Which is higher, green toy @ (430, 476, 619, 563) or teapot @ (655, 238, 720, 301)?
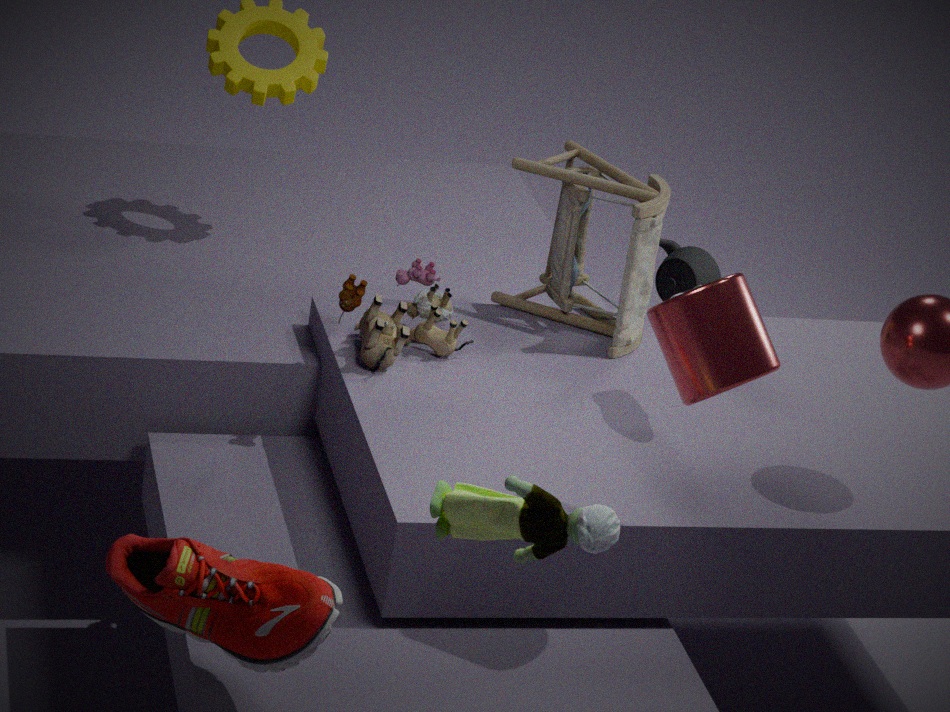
green toy @ (430, 476, 619, 563)
